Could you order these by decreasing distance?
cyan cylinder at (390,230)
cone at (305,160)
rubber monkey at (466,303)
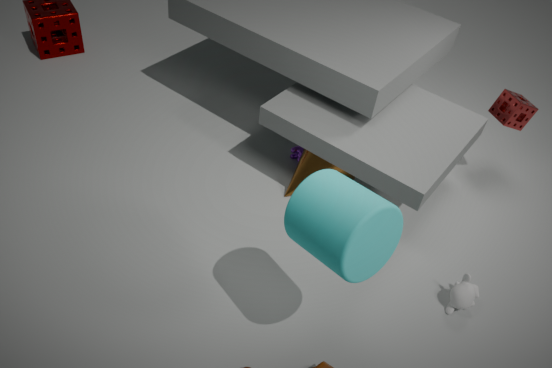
cone at (305,160), rubber monkey at (466,303), cyan cylinder at (390,230)
